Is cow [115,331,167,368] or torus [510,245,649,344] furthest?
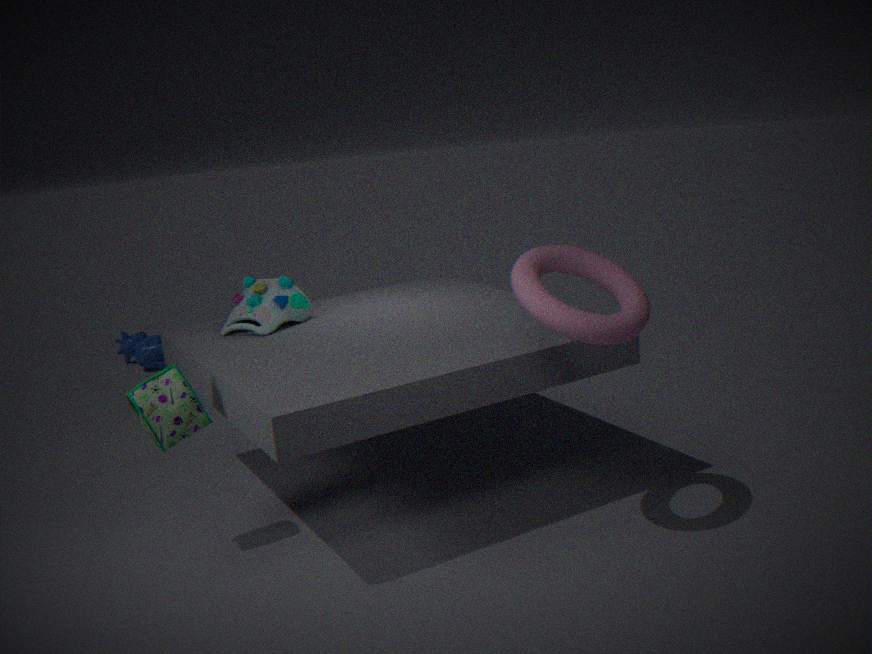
cow [115,331,167,368]
